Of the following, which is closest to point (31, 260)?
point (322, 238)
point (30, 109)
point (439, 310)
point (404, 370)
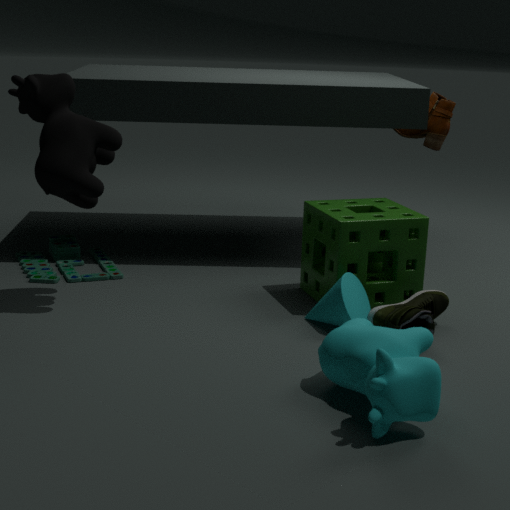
point (30, 109)
